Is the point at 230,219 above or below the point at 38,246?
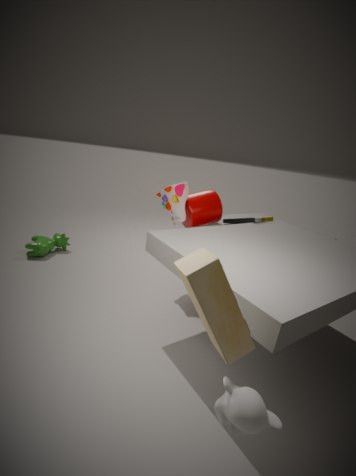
above
